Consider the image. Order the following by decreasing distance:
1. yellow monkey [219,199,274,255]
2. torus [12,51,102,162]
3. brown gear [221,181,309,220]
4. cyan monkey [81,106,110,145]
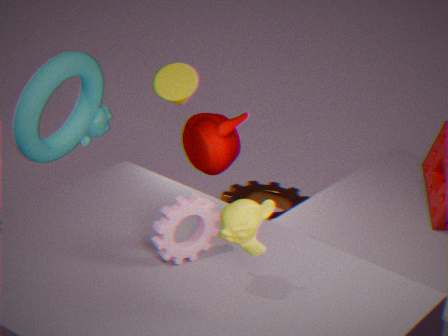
1. brown gear [221,181,309,220]
2. cyan monkey [81,106,110,145]
3. torus [12,51,102,162]
4. yellow monkey [219,199,274,255]
